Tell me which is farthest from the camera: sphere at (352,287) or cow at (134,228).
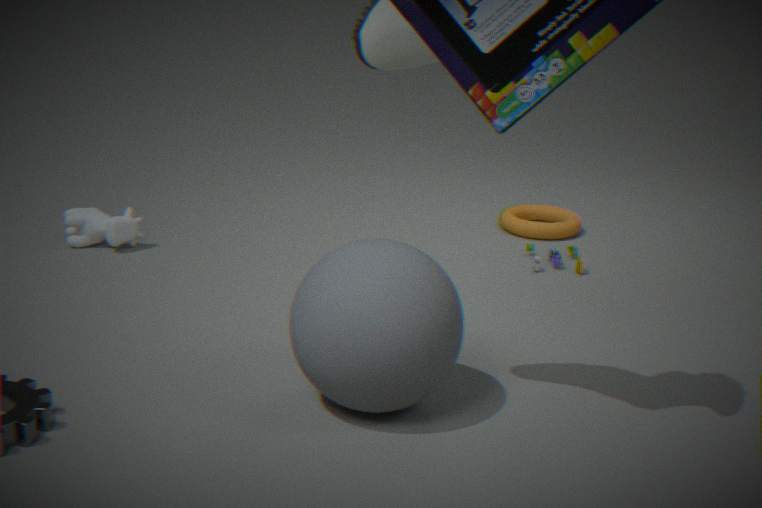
cow at (134,228)
